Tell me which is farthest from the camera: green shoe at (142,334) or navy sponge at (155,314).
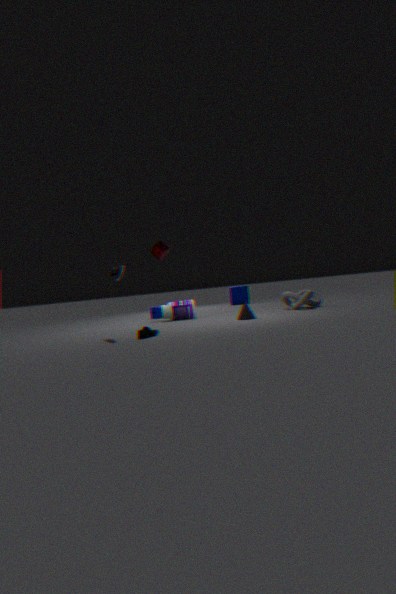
→ navy sponge at (155,314)
